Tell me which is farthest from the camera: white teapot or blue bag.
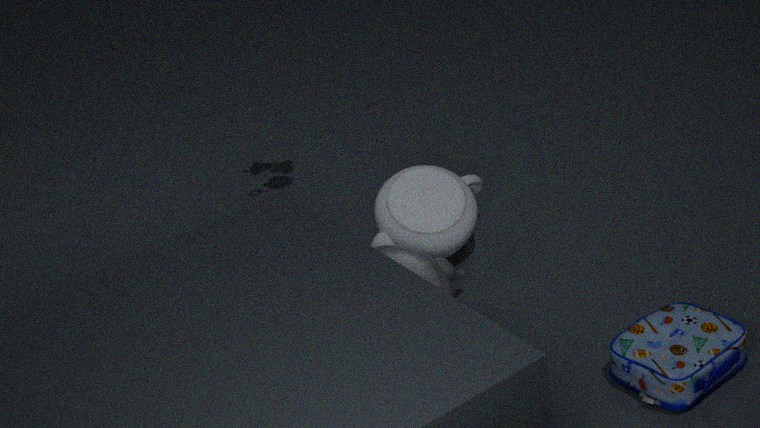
white teapot
